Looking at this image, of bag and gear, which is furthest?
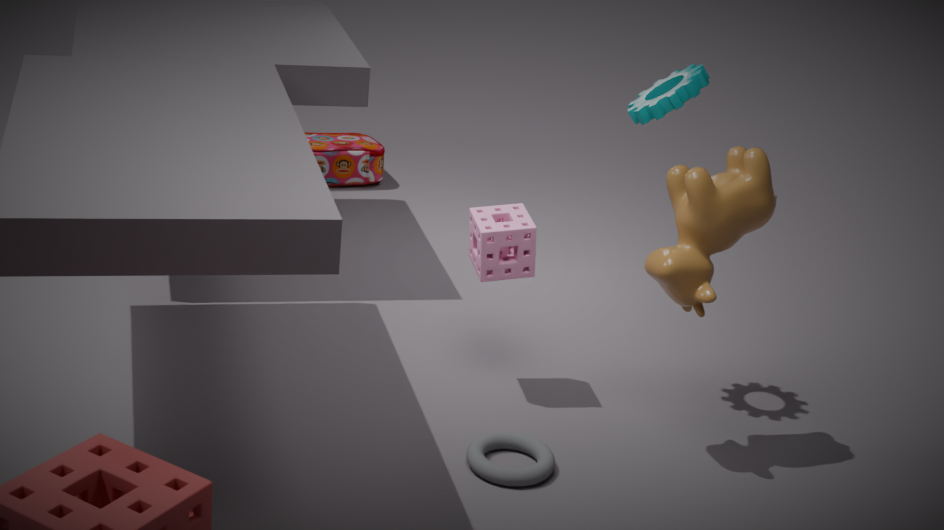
bag
